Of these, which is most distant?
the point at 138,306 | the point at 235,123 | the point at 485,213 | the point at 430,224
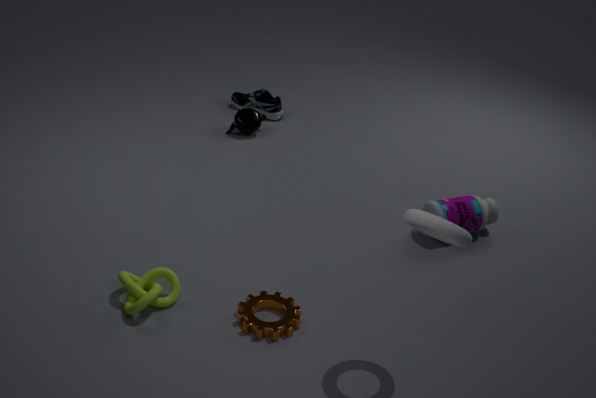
the point at 235,123
